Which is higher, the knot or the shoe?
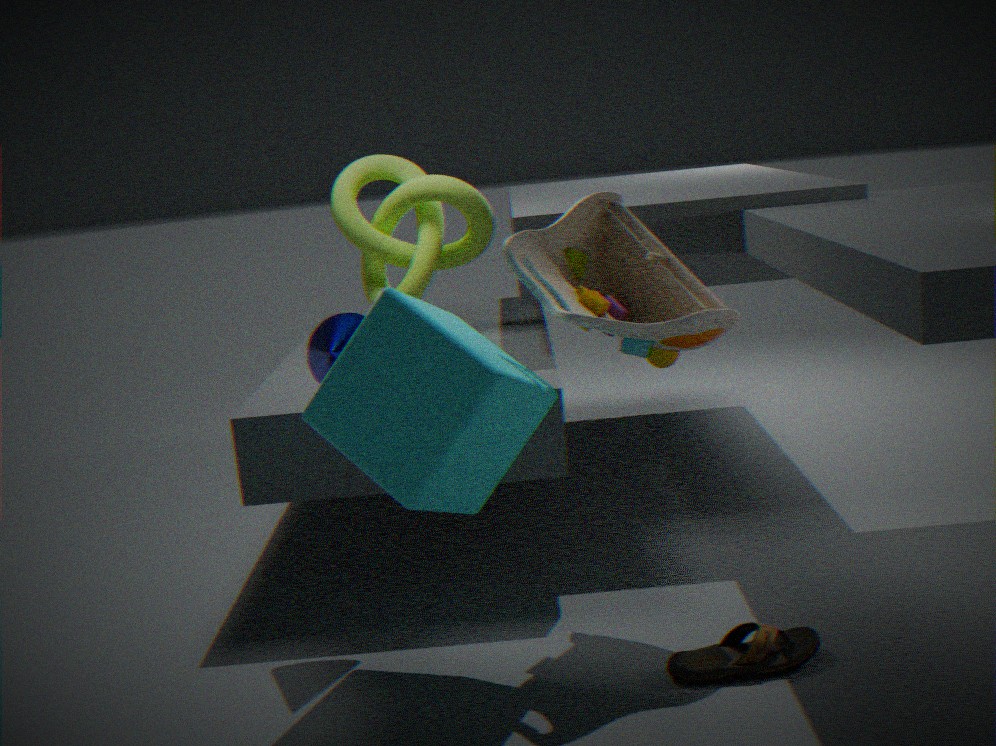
the knot
